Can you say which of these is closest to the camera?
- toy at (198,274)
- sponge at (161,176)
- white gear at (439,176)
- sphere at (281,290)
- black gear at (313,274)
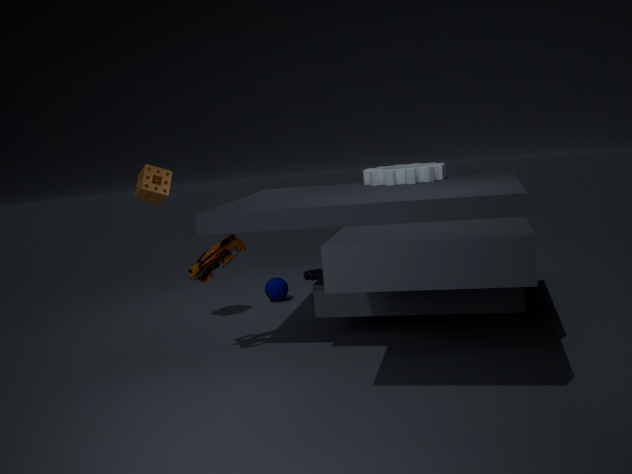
toy at (198,274)
